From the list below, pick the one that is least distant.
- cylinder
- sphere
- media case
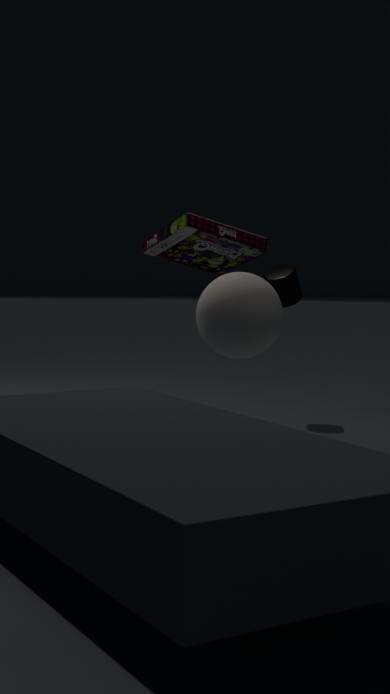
sphere
